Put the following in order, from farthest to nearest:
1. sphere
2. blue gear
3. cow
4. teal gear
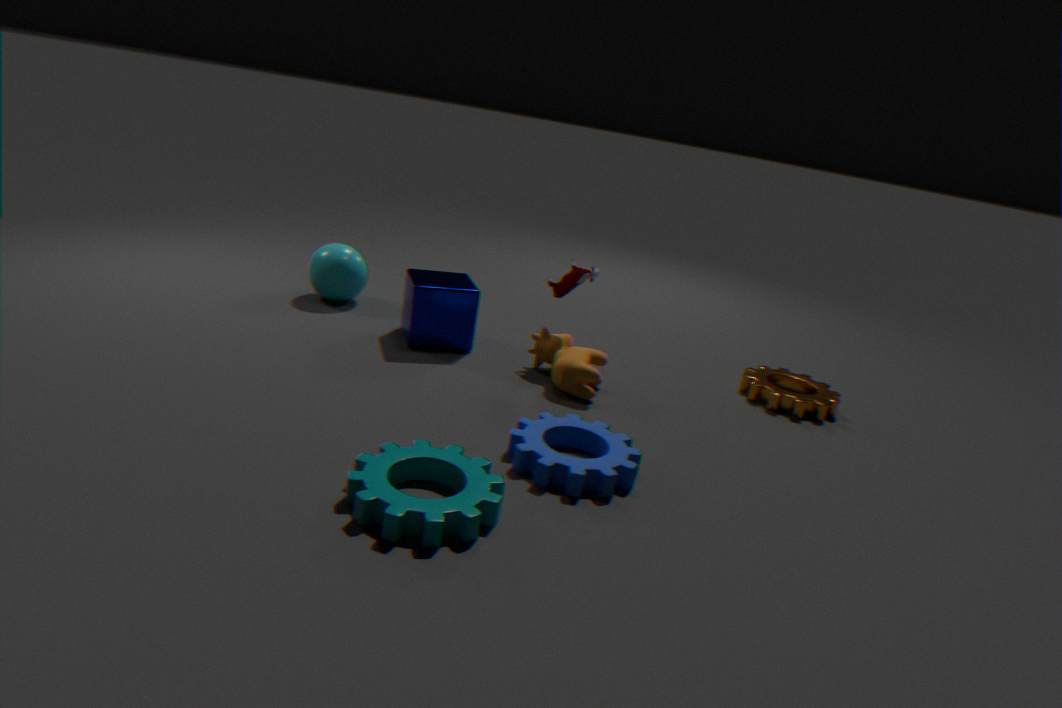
sphere, cow, blue gear, teal gear
